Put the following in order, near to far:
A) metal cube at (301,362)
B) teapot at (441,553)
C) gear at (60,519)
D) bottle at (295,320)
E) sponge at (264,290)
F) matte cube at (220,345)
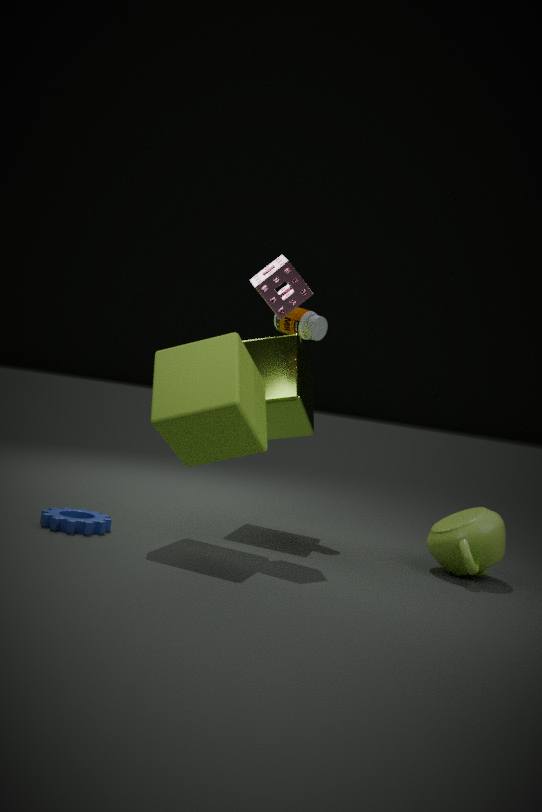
matte cube at (220,345) → gear at (60,519) → teapot at (441,553) → sponge at (264,290) → metal cube at (301,362) → bottle at (295,320)
